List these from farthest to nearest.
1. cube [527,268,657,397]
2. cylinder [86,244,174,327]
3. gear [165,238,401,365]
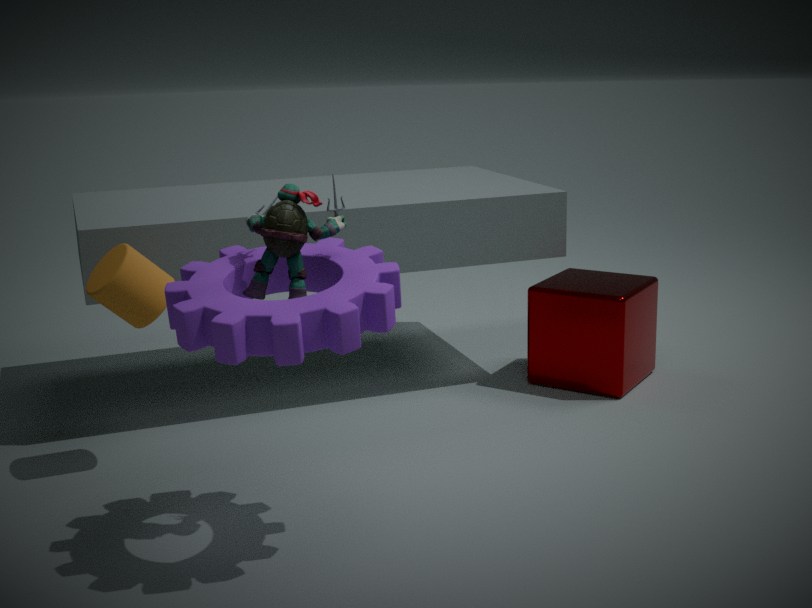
cube [527,268,657,397] < cylinder [86,244,174,327] < gear [165,238,401,365]
